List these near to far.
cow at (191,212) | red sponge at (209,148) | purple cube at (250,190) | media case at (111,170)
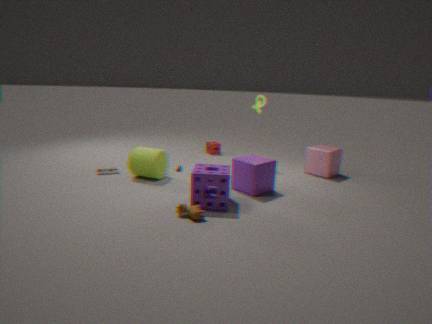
1. cow at (191,212)
2. purple cube at (250,190)
3. media case at (111,170)
4. red sponge at (209,148)
